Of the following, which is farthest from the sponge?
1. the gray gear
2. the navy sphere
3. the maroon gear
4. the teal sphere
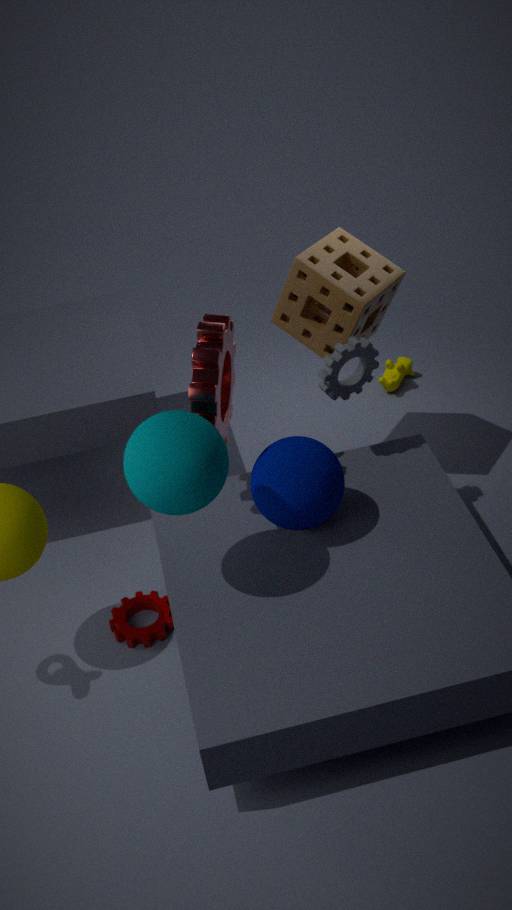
the maroon gear
